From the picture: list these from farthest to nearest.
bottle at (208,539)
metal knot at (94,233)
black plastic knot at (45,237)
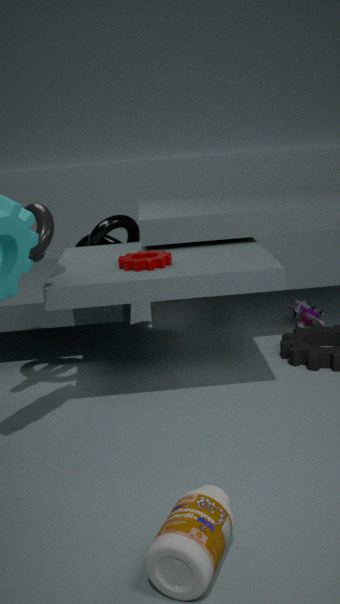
metal knot at (94,233)
black plastic knot at (45,237)
bottle at (208,539)
